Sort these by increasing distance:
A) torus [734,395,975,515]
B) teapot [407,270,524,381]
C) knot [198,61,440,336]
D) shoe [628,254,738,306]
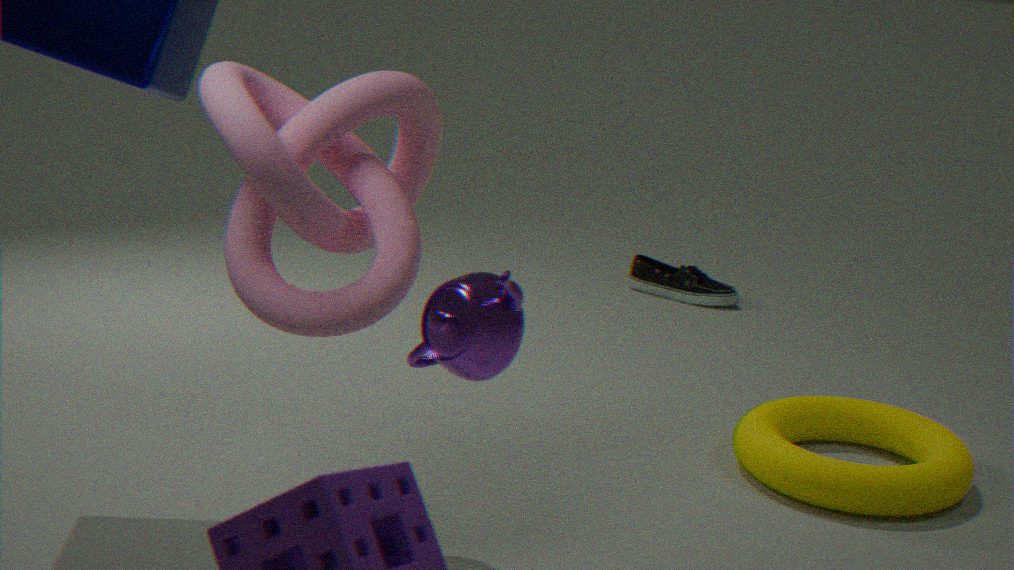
teapot [407,270,524,381]
knot [198,61,440,336]
torus [734,395,975,515]
shoe [628,254,738,306]
